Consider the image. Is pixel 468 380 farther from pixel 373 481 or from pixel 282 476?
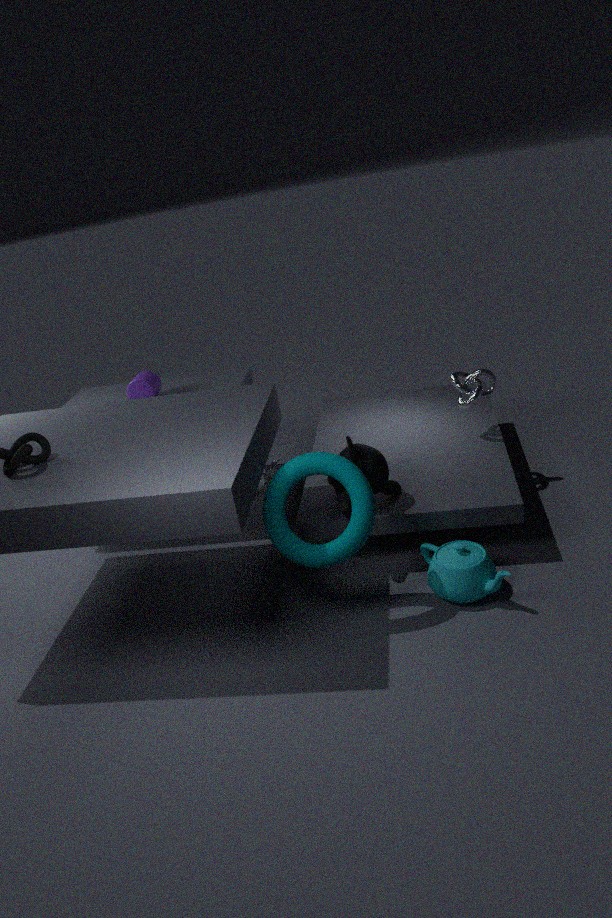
pixel 282 476
